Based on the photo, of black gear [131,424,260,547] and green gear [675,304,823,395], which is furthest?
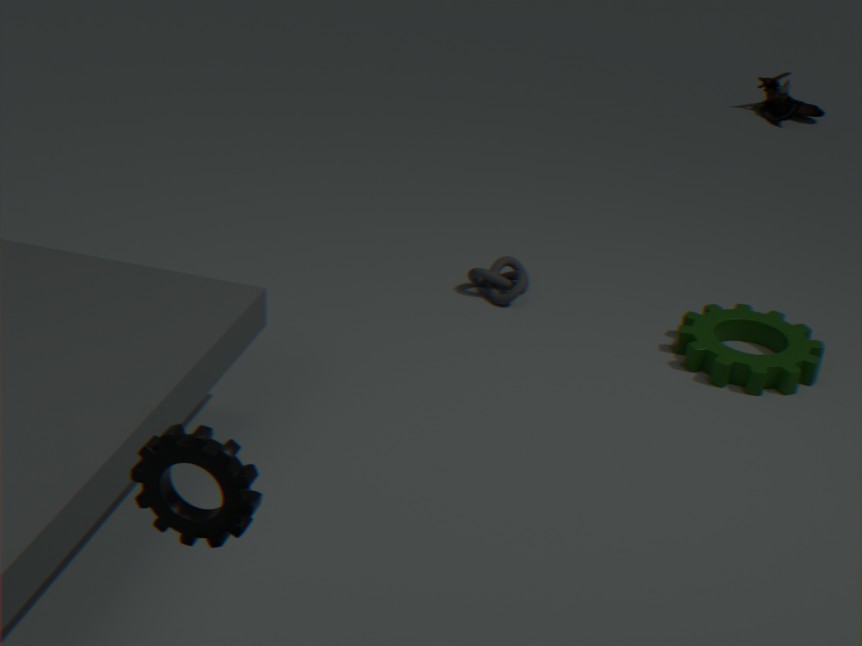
green gear [675,304,823,395]
